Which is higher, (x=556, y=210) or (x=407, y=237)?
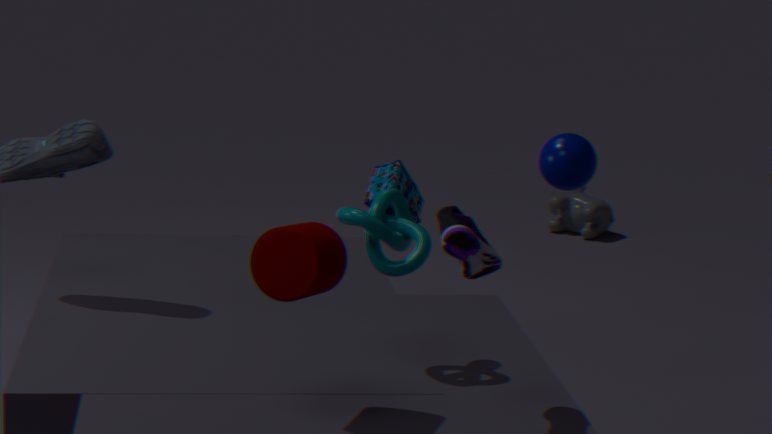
(x=407, y=237)
